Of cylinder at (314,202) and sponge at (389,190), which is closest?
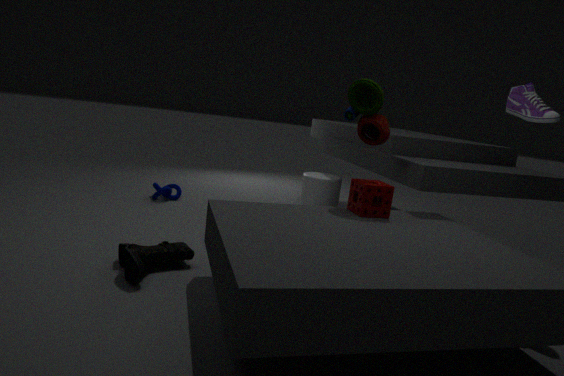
sponge at (389,190)
